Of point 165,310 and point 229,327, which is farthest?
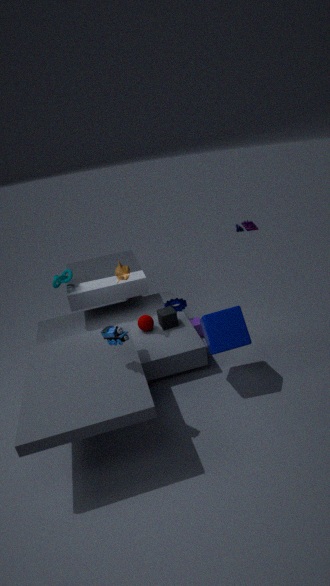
point 165,310
